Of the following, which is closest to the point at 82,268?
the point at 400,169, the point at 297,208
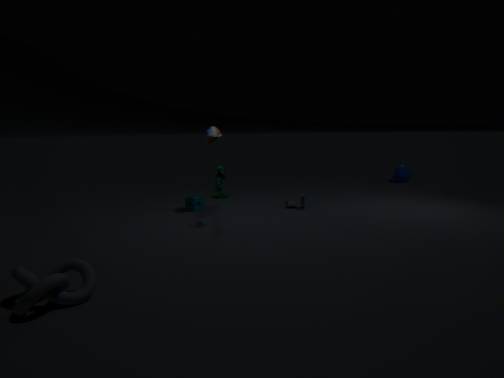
the point at 297,208
